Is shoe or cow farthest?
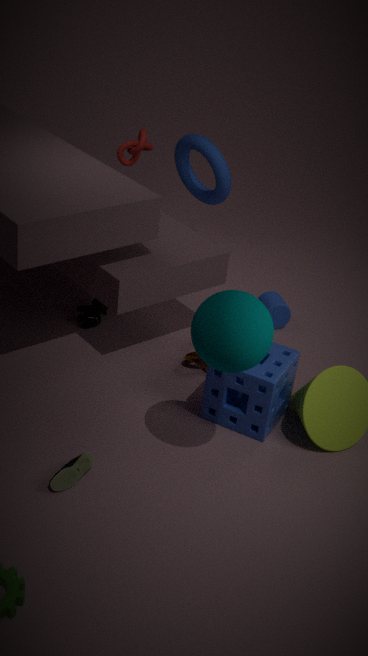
cow
